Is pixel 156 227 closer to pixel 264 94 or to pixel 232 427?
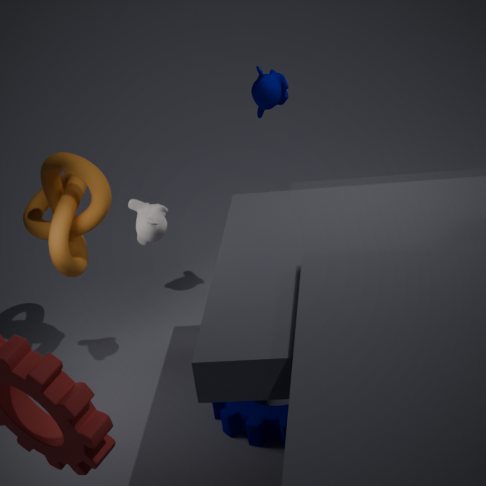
pixel 264 94
